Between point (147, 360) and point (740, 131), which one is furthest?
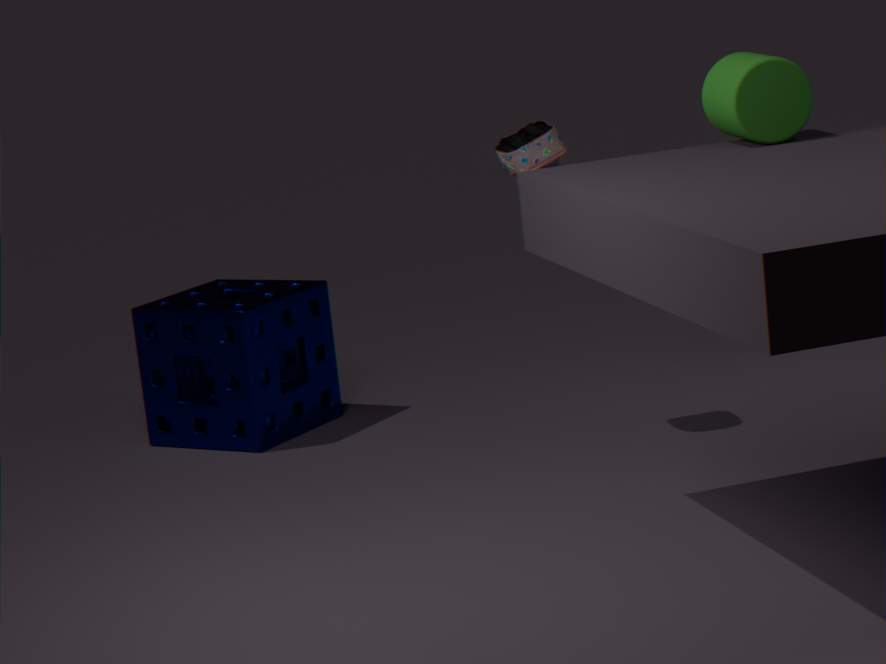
point (147, 360)
